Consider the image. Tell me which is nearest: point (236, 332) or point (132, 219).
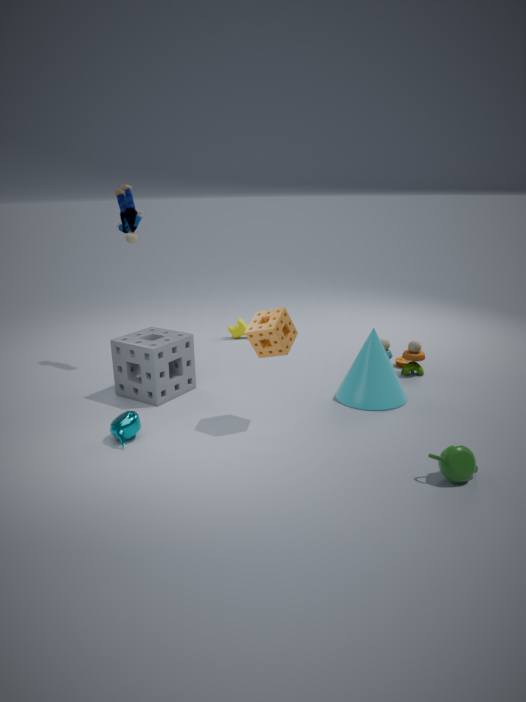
point (132, 219)
